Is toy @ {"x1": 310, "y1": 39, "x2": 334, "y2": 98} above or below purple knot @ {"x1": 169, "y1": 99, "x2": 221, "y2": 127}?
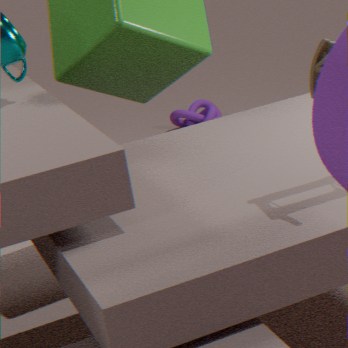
above
